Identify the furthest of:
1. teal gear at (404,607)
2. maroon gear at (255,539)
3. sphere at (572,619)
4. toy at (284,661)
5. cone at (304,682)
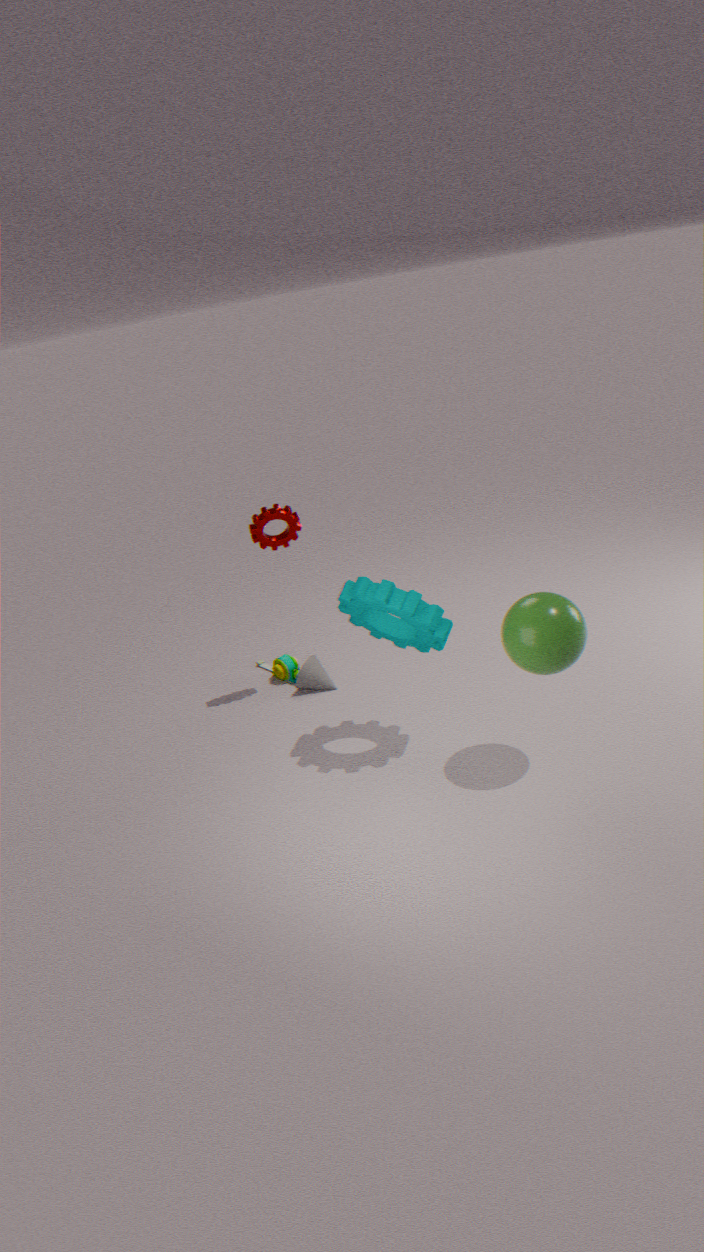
toy at (284,661)
